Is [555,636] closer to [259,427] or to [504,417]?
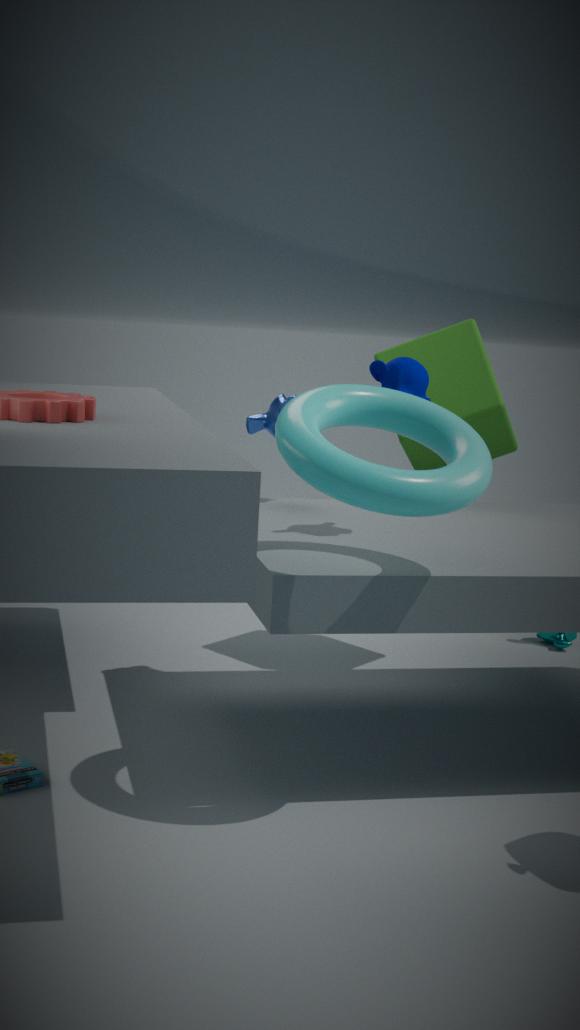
[504,417]
